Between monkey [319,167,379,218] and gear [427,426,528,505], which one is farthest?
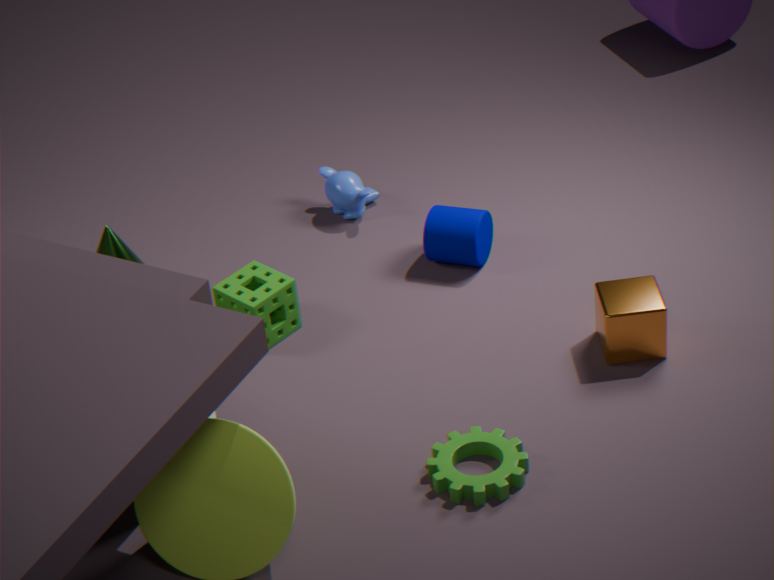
monkey [319,167,379,218]
